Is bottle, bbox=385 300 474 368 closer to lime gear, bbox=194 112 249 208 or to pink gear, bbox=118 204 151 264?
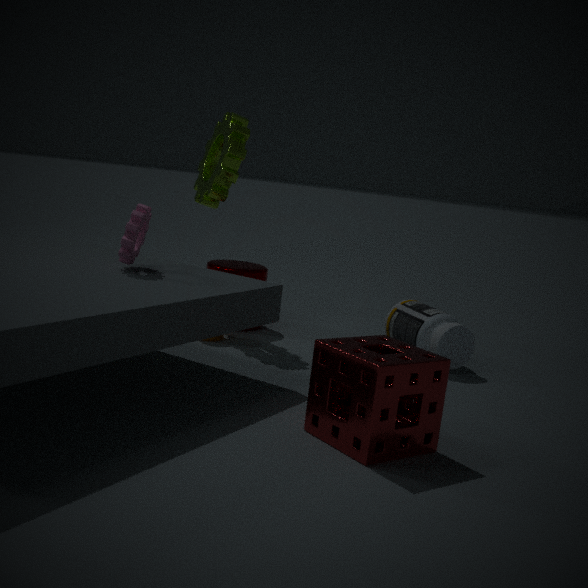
lime gear, bbox=194 112 249 208
